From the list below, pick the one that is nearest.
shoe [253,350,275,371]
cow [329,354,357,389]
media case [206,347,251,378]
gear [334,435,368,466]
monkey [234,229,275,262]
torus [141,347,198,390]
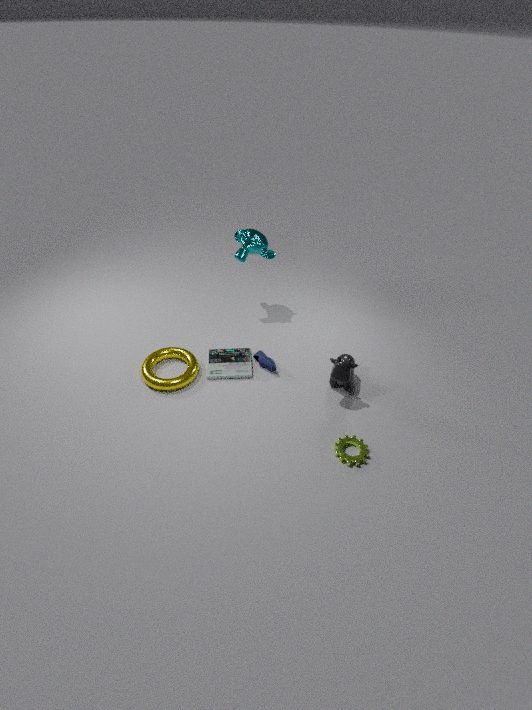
gear [334,435,368,466]
